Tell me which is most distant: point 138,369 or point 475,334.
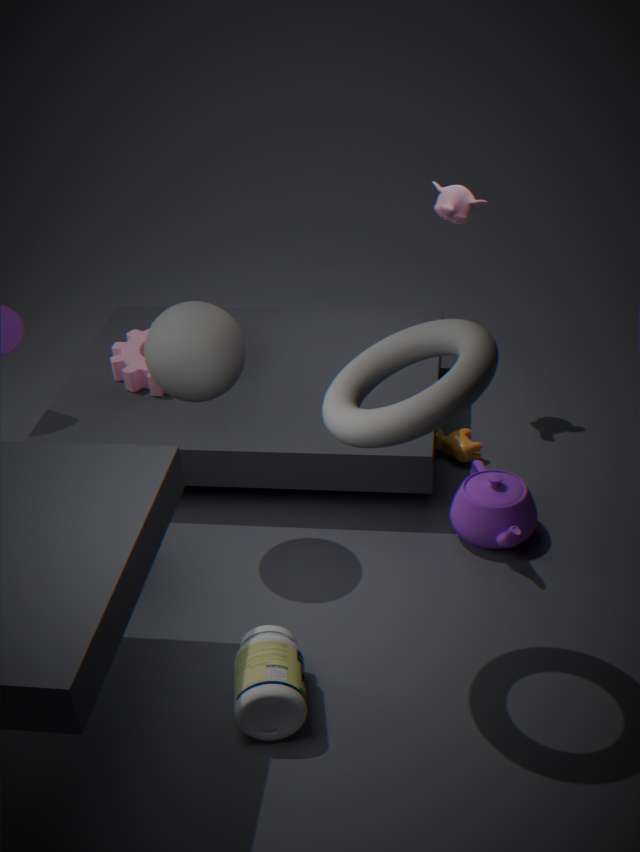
point 138,369
